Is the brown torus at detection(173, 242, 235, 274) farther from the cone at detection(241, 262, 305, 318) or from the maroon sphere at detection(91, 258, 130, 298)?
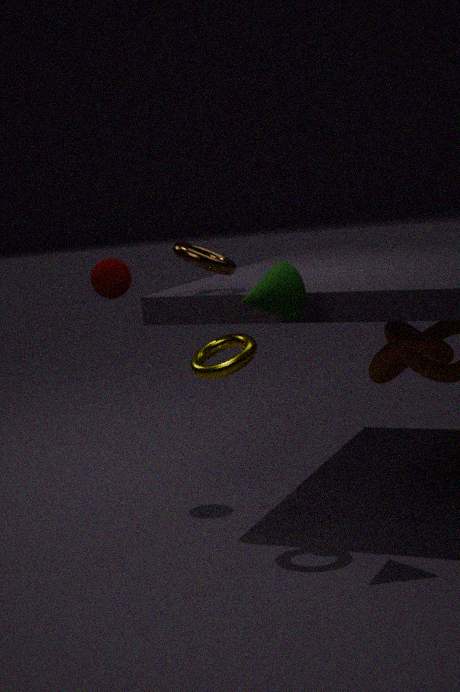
the maroon sphere at detection(91, 258, 130, 298)
